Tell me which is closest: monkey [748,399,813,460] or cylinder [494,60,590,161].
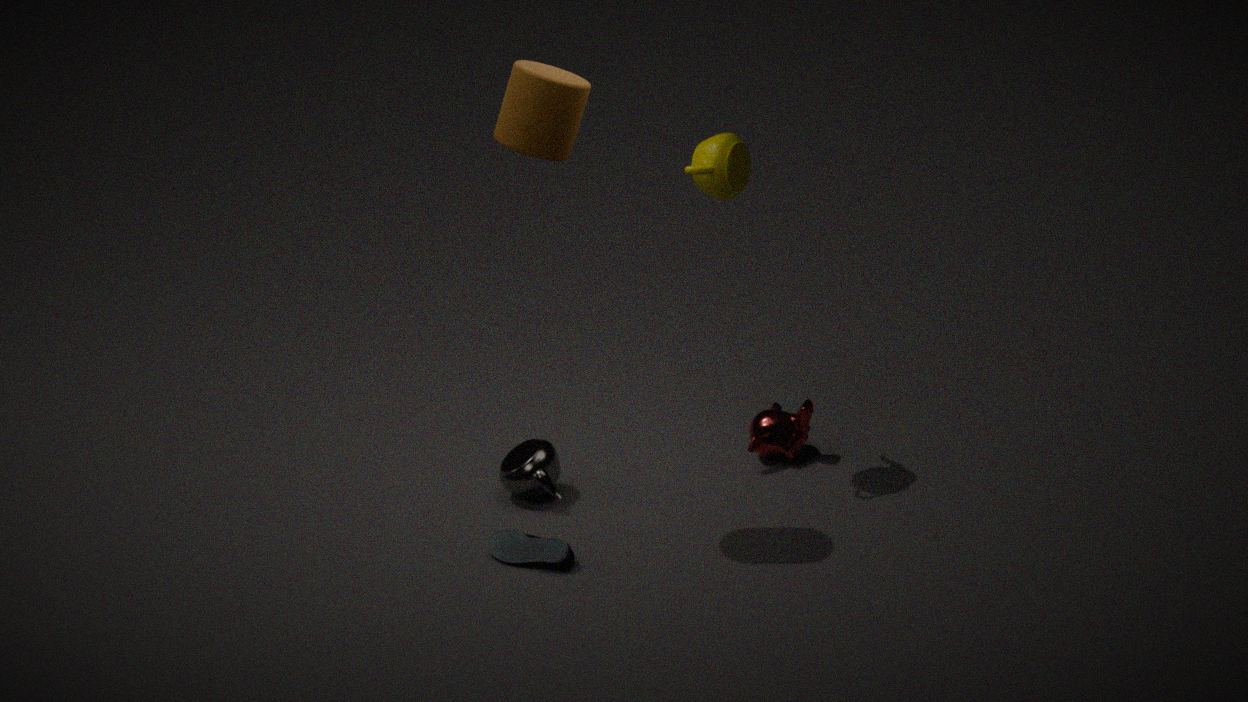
cylinder [494,60,590,161]
